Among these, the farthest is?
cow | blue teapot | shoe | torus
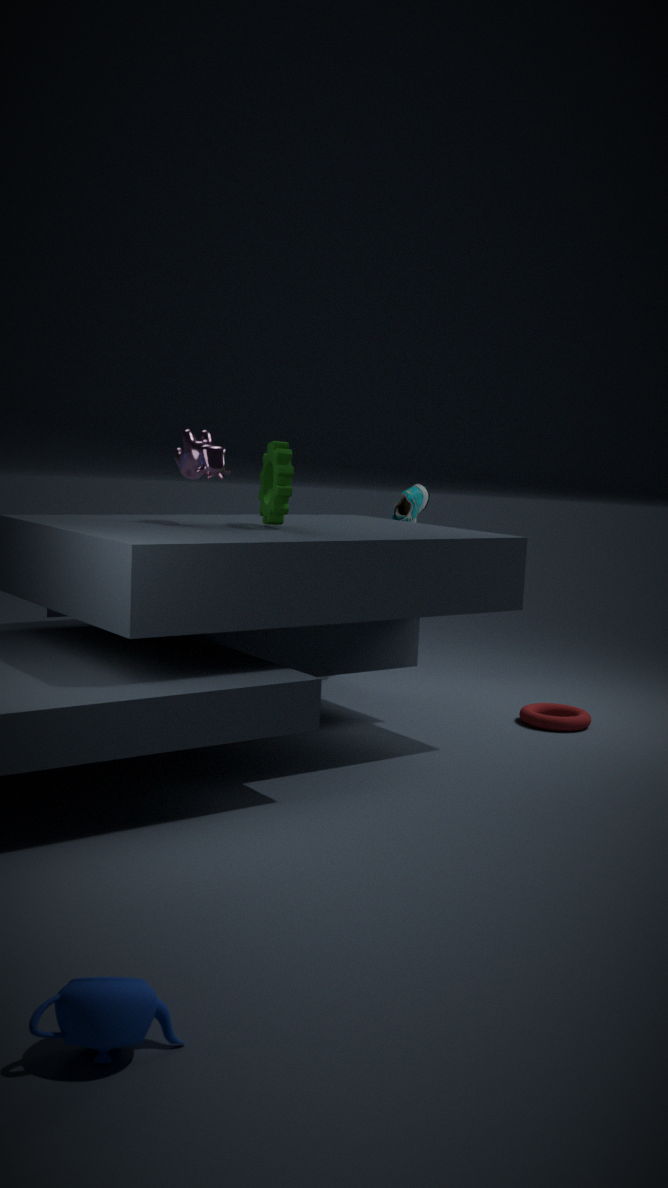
shoe
